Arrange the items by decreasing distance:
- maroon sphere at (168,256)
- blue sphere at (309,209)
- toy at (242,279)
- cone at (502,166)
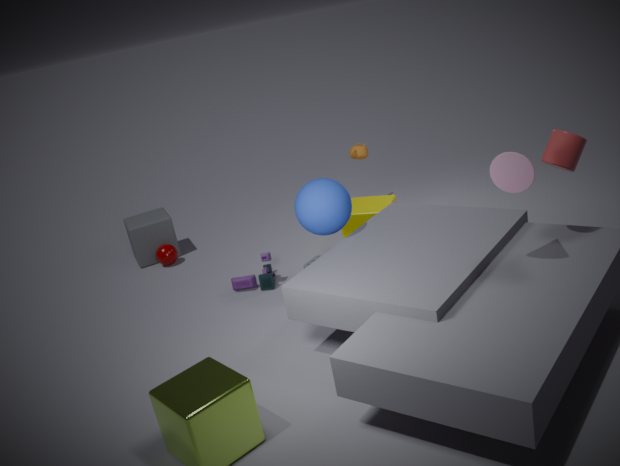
1. maroon sphere at (168,256)
2. toy at (242,279)
3. blue sphere at (309,209)
4. cone at (502,166)
